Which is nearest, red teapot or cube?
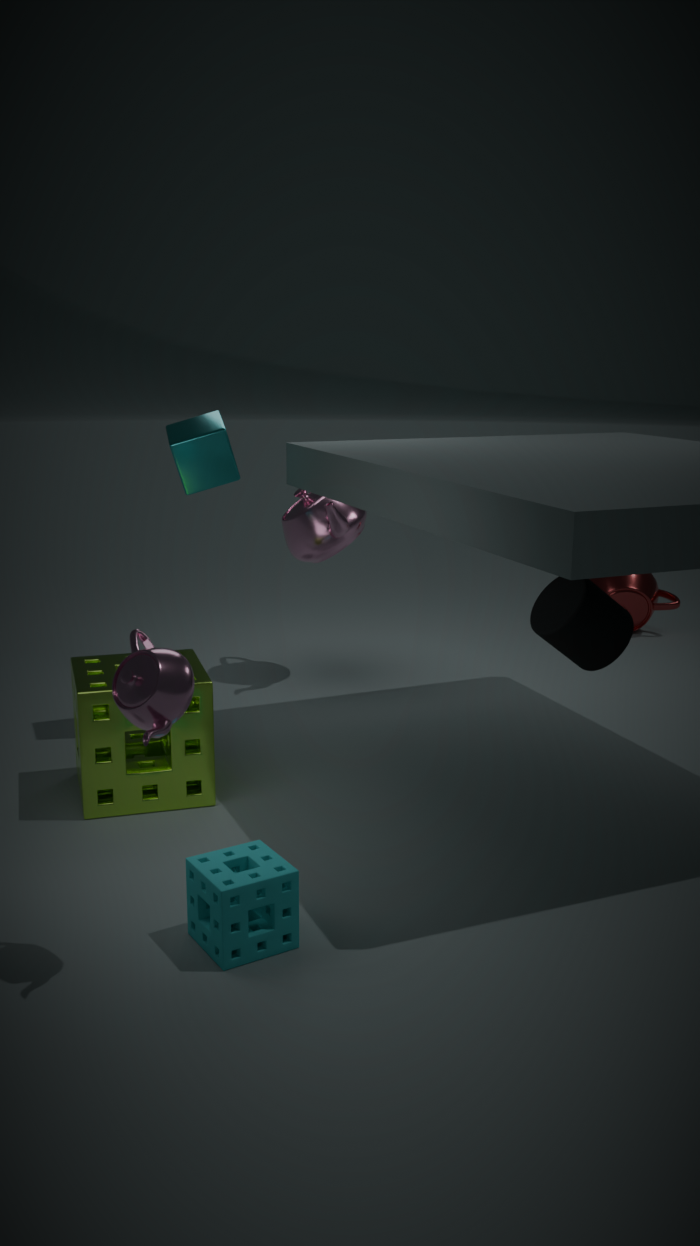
cube
